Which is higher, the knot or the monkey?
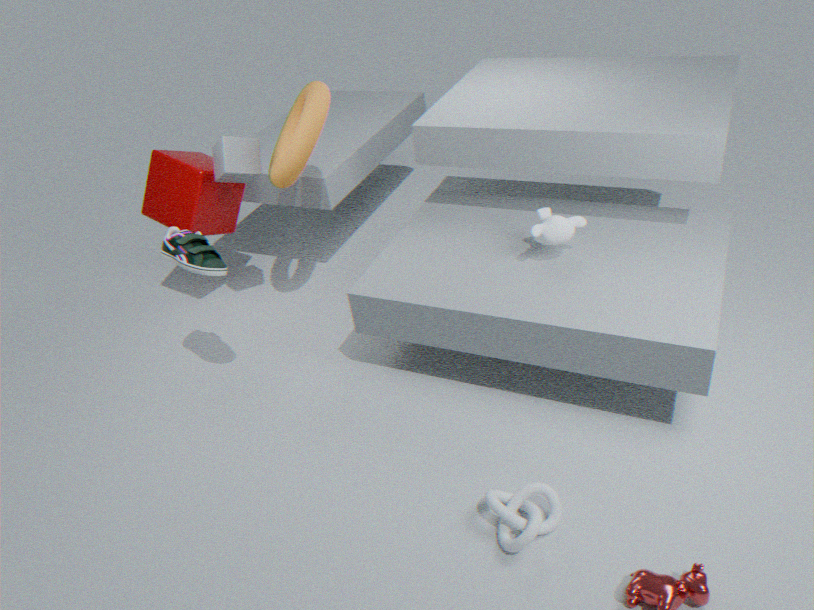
the monkey
